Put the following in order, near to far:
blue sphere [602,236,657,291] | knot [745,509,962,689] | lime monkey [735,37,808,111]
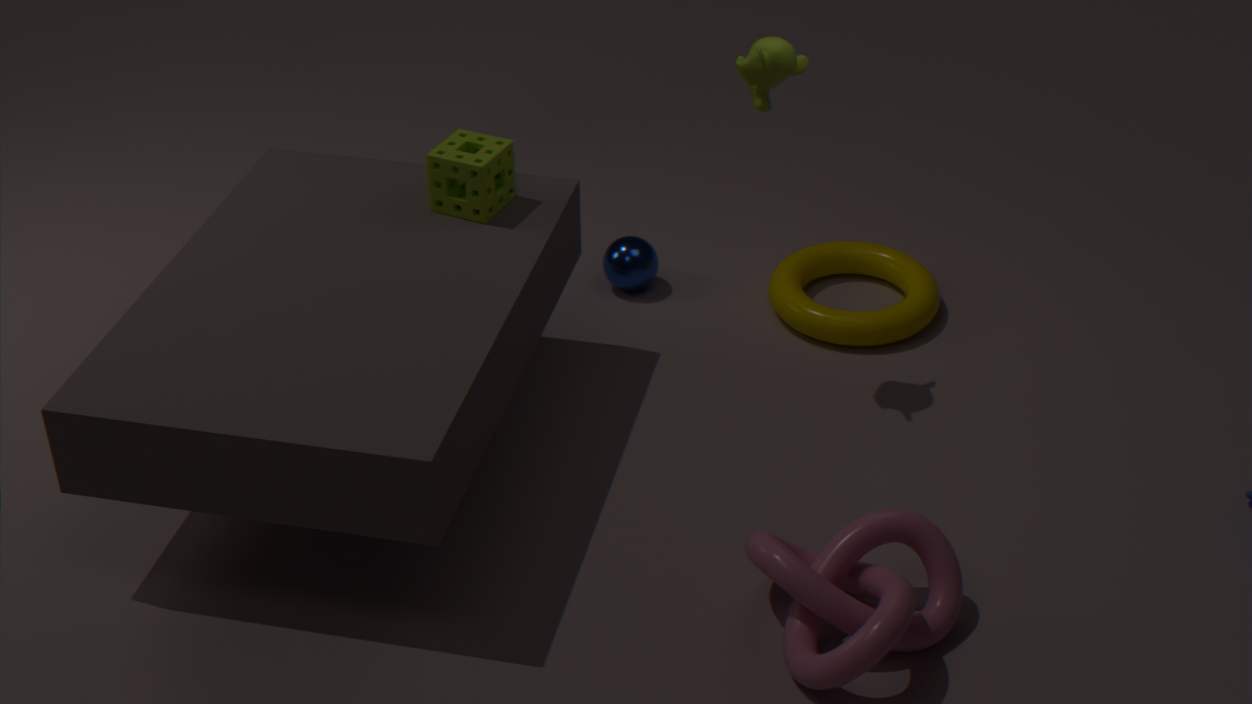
knot [745,509,962,689] → lime monkey [735,37,808,111] → blue sphere [602,236,657,291]
